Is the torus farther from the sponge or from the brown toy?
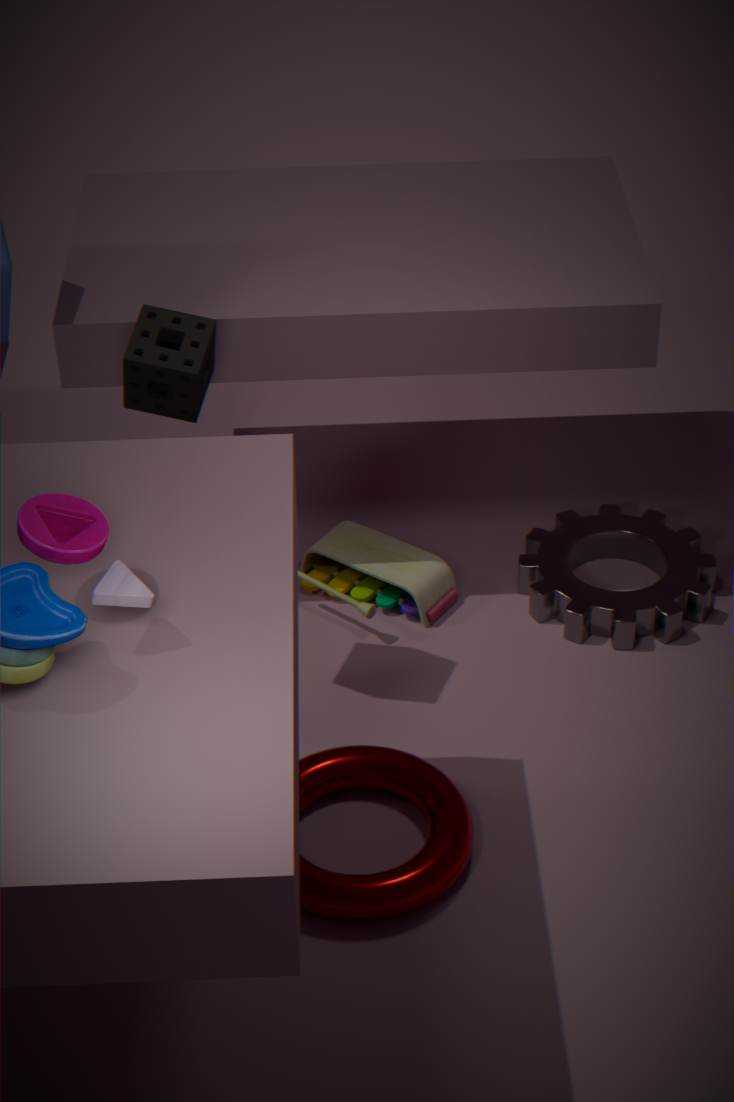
the sponge
